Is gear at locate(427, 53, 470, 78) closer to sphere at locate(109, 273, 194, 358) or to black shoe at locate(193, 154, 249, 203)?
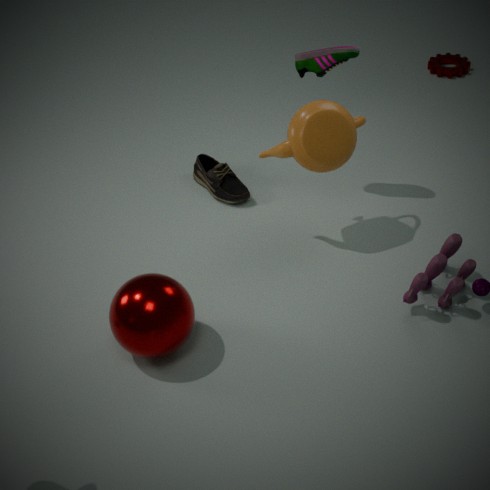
black shoe at locate(193, 154, 249, 203)
